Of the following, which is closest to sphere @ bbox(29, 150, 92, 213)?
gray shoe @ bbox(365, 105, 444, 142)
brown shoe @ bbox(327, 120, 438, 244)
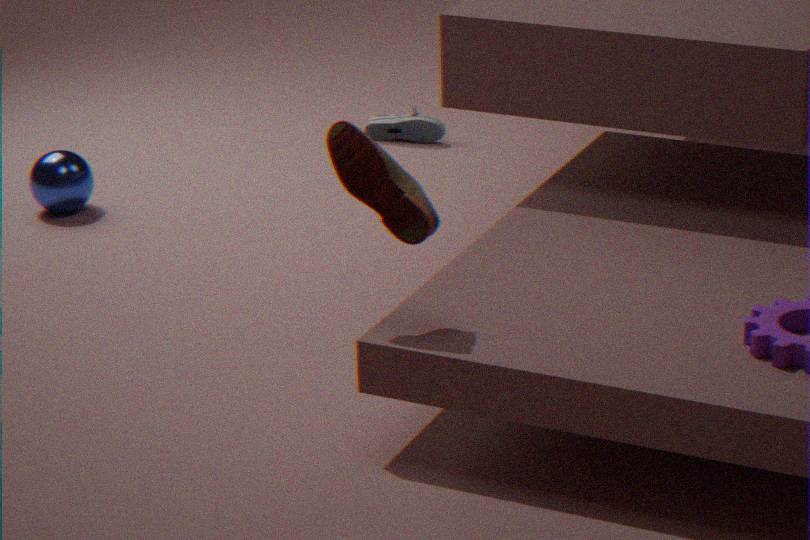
gray shoe @ bbox(365, 105, 444, 142)
